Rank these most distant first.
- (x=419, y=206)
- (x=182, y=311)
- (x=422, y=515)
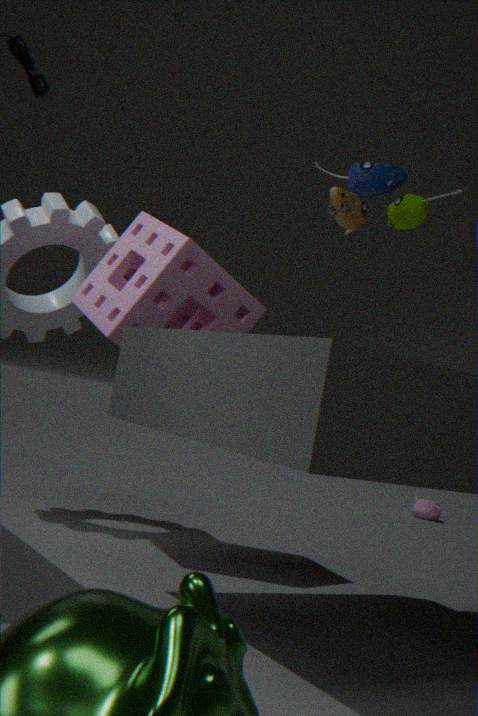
(x=422, y=515) < (x=182, y=311) < (x=419, y=206)
